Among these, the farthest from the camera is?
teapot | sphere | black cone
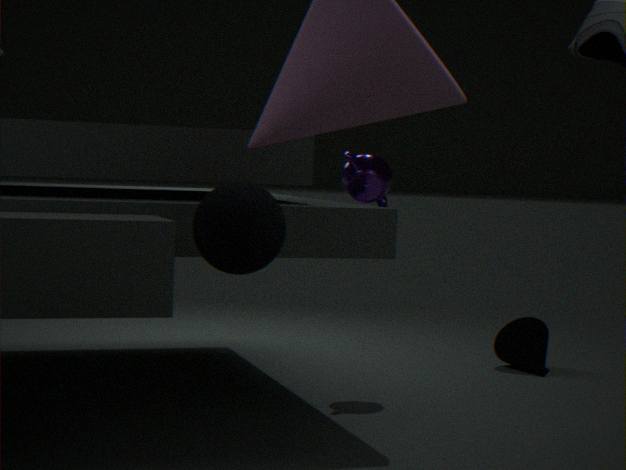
black cone
